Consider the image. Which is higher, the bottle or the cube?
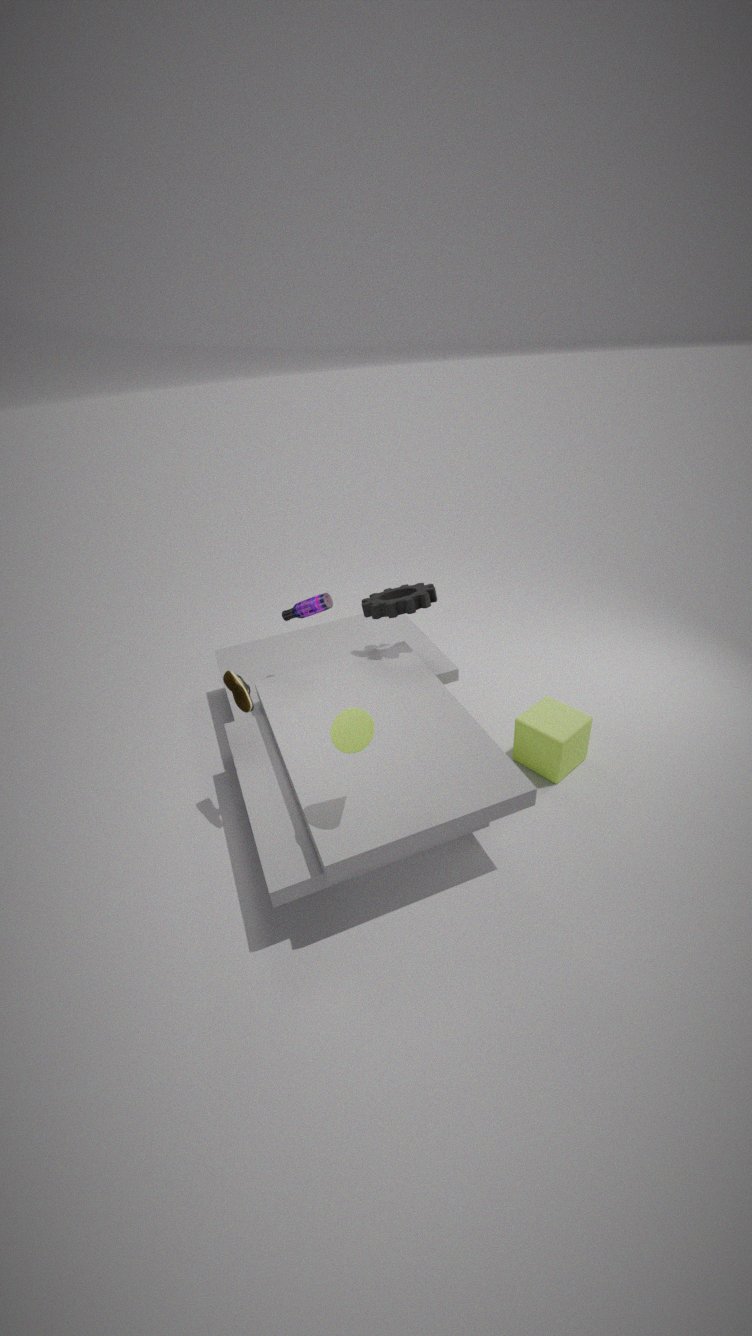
the bottle
